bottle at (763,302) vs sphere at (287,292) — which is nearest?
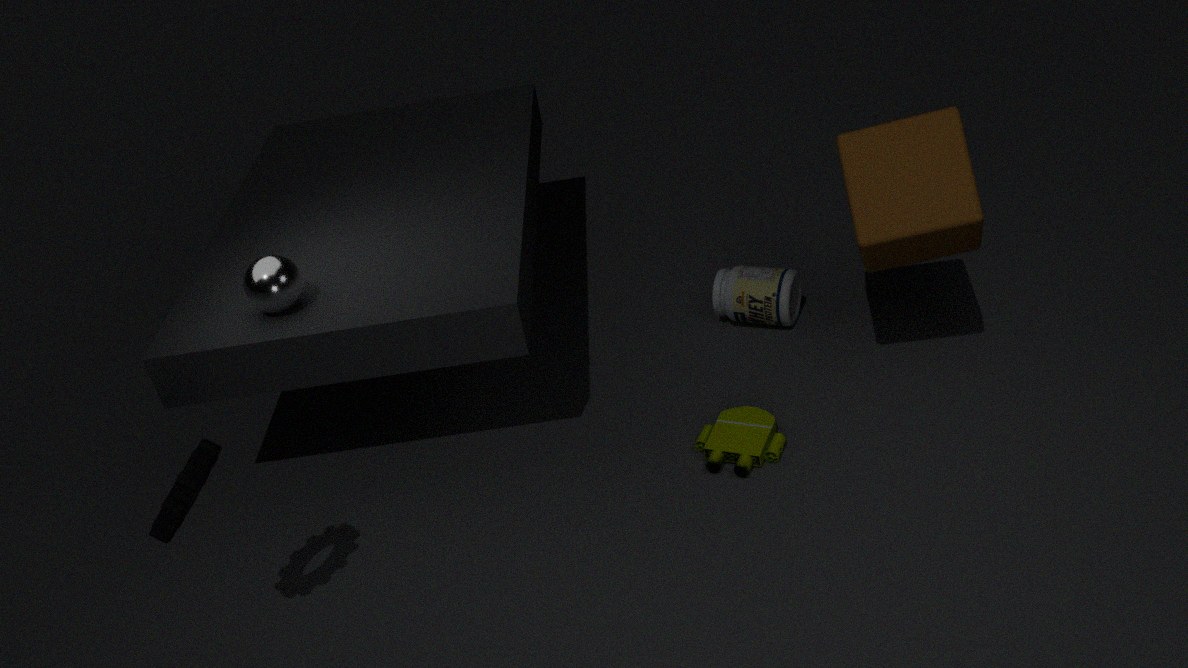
sphere at (287,292)
